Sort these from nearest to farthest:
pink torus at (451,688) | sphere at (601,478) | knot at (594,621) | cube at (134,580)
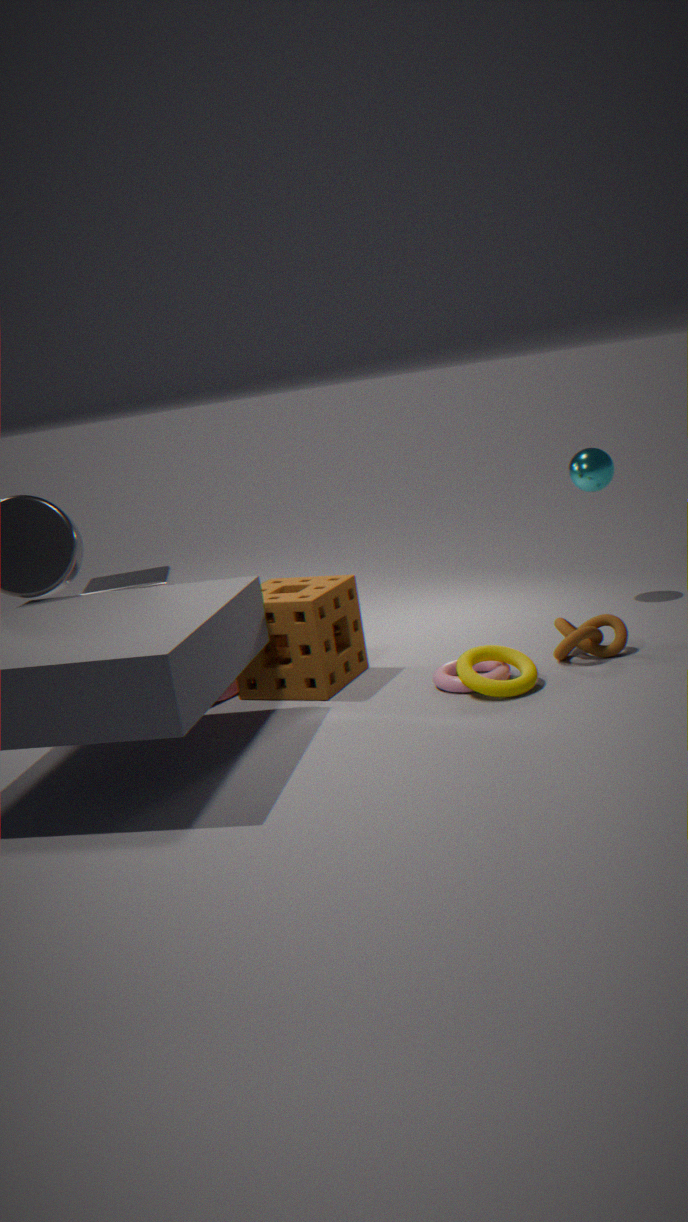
pink torus at (451,688) < knot at (594,621) < sphere at (601,478) < cube at (134,580)
